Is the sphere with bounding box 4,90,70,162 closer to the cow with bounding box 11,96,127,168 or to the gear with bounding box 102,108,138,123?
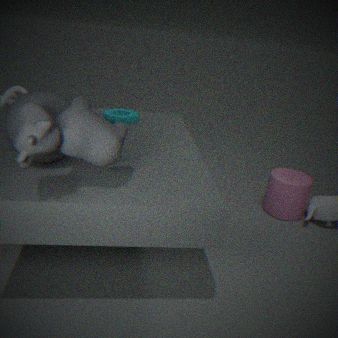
the cow with bounding box 11,96,127,168
